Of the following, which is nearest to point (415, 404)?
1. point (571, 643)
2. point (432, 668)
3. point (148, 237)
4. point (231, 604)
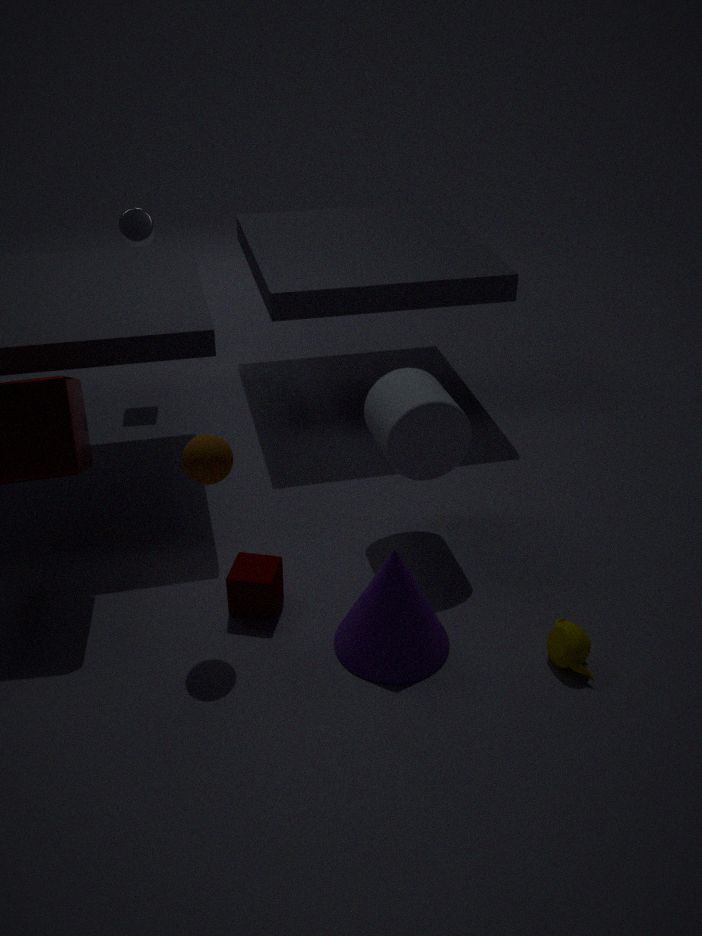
point (432, 668)
